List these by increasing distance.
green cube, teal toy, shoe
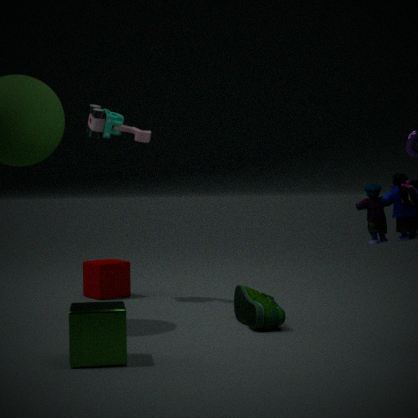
green cube → shoe → teal toy
